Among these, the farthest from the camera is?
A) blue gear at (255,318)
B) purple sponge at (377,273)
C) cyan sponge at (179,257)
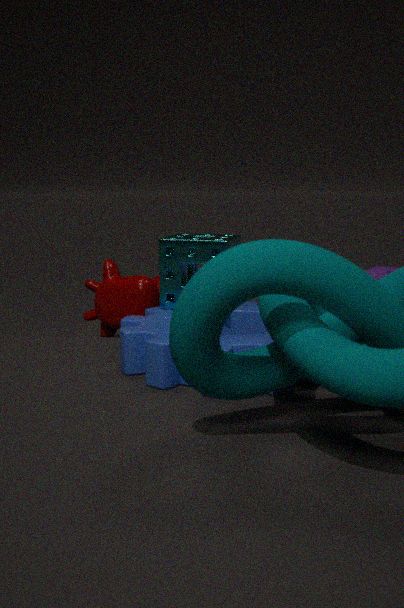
purple sponge at (377,273)
